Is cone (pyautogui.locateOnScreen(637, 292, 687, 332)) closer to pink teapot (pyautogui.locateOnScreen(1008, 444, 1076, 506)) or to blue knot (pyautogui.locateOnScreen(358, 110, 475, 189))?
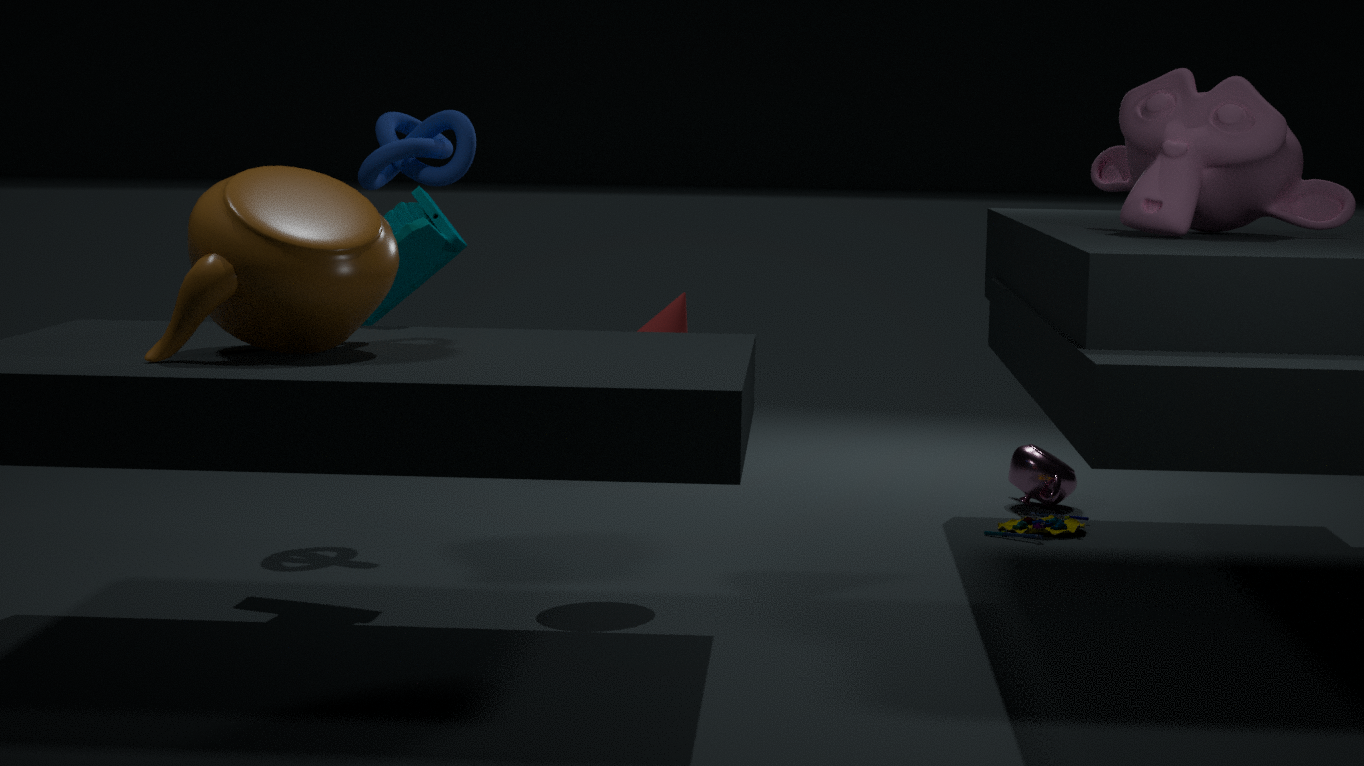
blue knot (pyautogui.locateOnScreen(358, 110, 475, 189))
